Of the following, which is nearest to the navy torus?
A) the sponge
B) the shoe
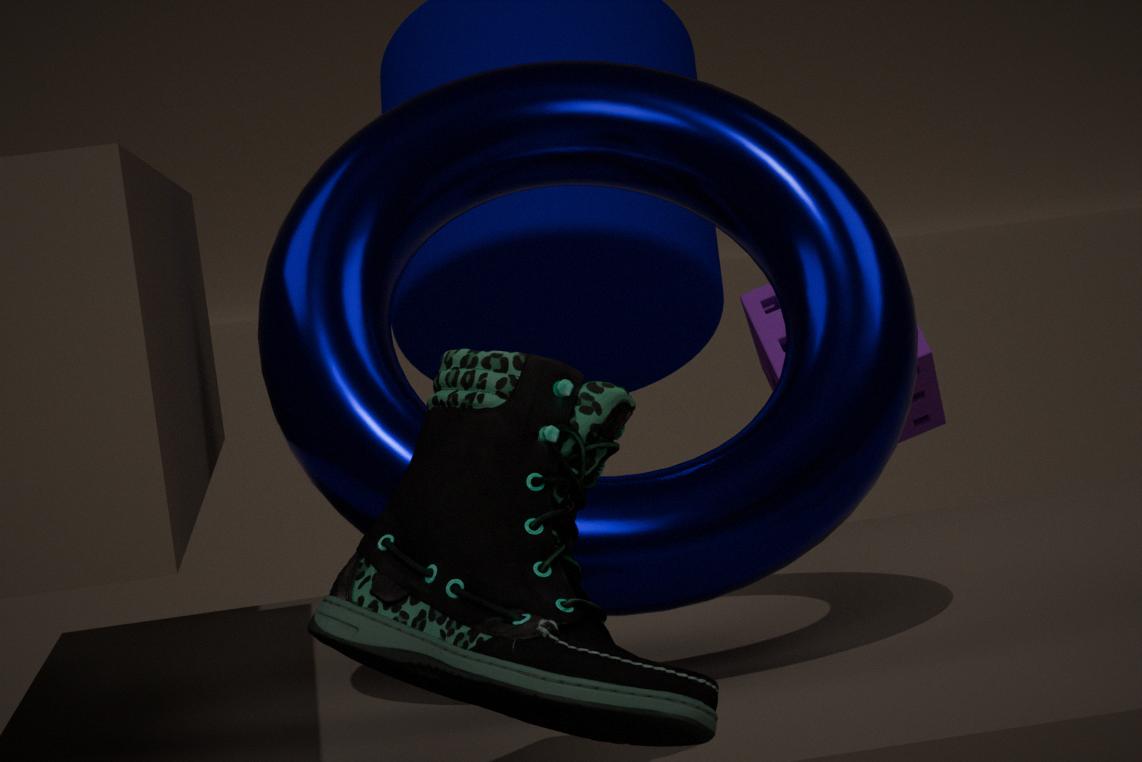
the shoe
